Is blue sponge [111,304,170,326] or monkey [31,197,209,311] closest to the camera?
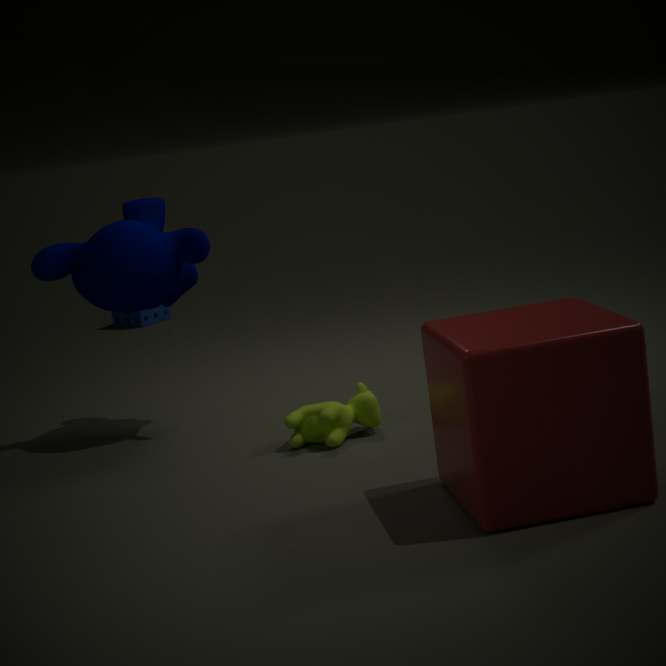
monkey [31,197,209,311]
